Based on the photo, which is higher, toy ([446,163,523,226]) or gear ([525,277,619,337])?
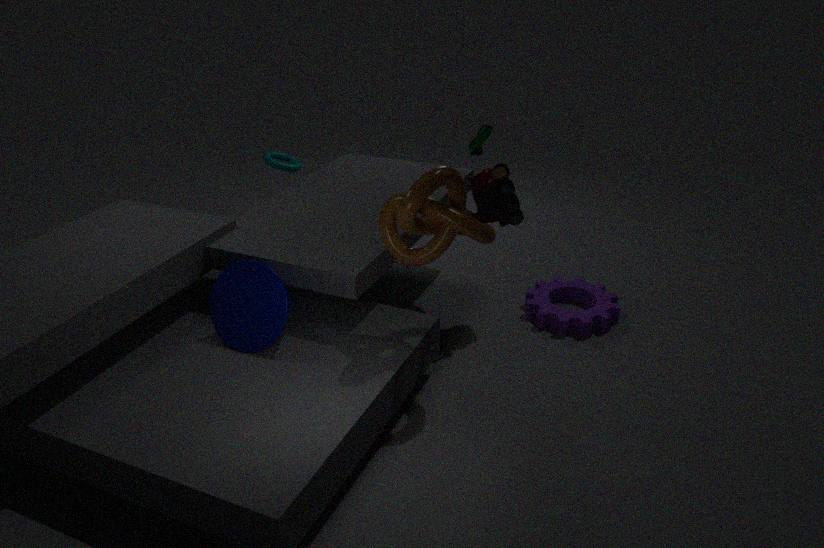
toy ([446,163,523,226])
